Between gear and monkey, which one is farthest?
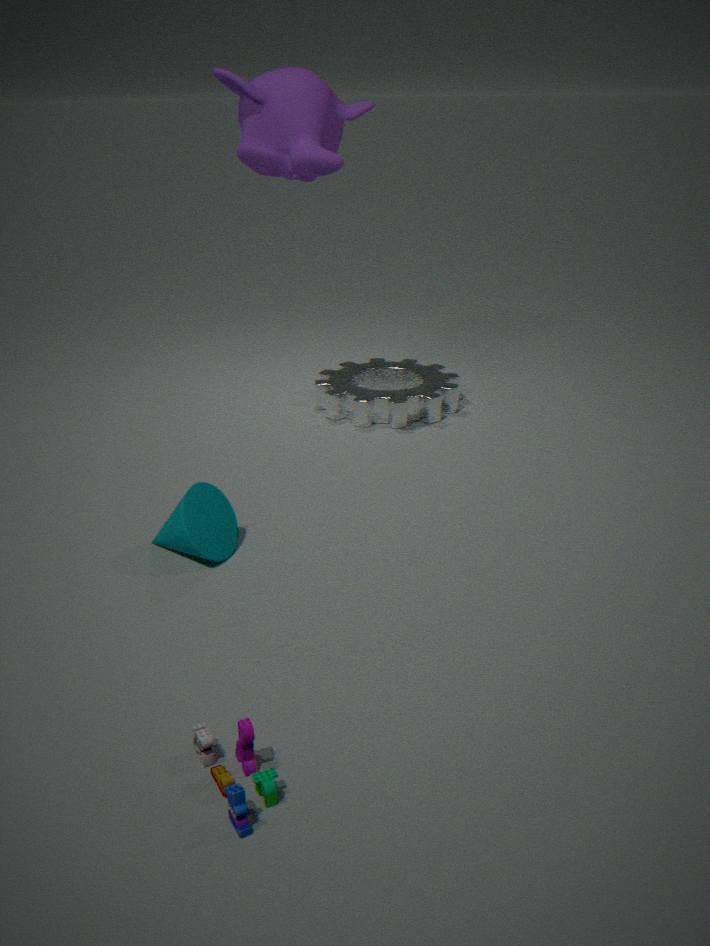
gear
